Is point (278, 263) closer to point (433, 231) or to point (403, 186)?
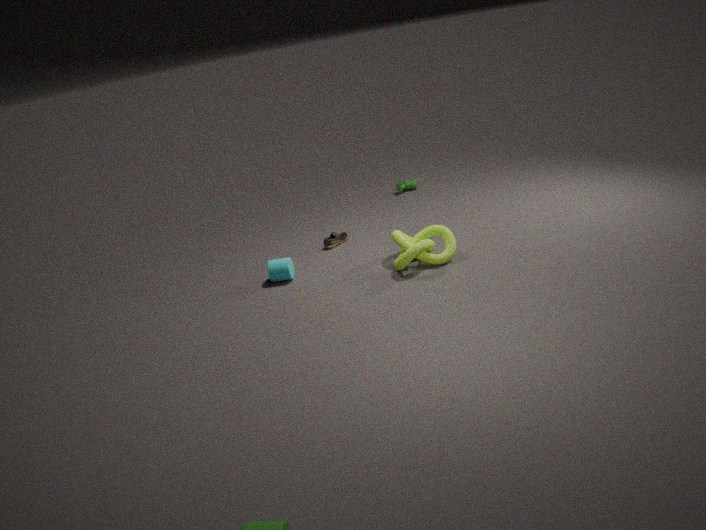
point (433, 231)
